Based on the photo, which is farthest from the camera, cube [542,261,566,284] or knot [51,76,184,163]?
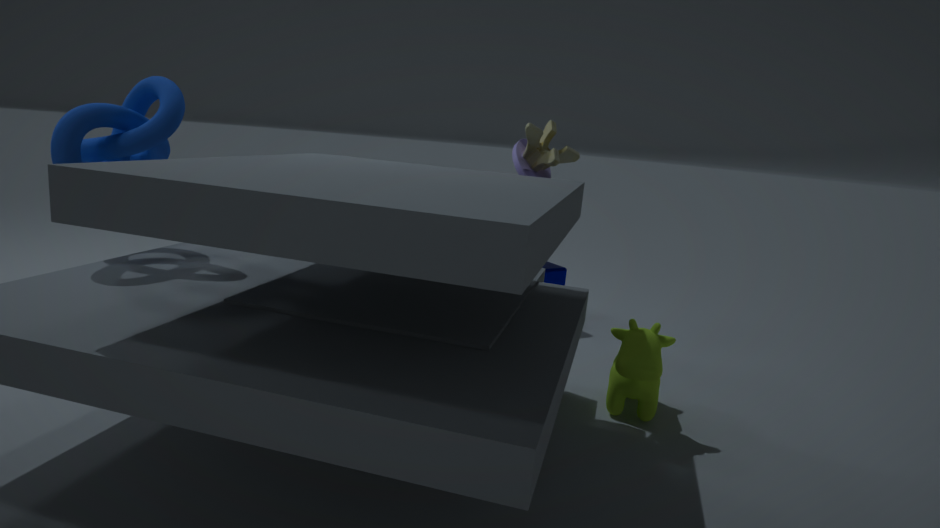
cube [542,261,566,284]
